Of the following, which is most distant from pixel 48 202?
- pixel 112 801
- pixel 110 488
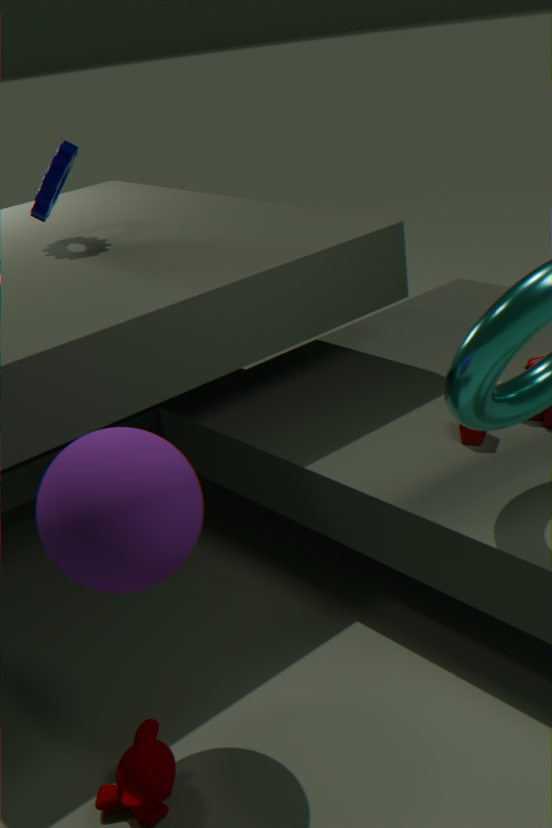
pixel 112 801
